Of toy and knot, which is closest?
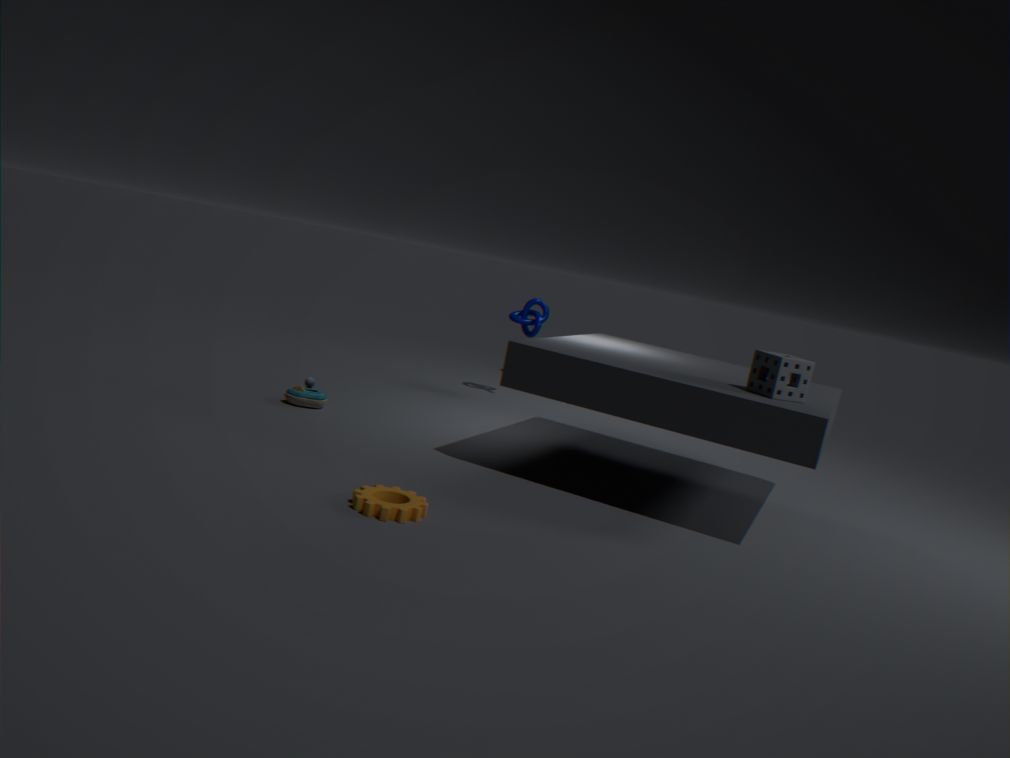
toy
